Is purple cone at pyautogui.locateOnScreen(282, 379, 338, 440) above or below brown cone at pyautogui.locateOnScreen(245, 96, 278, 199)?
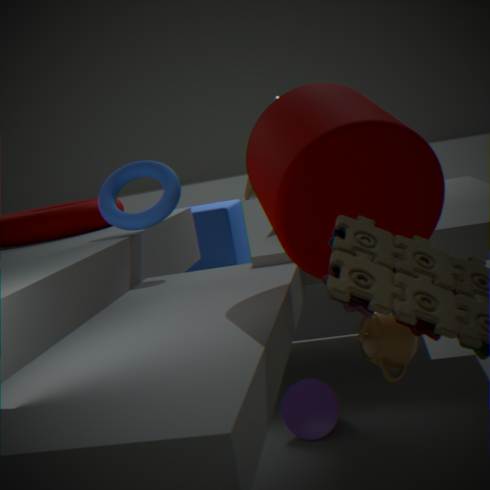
below
